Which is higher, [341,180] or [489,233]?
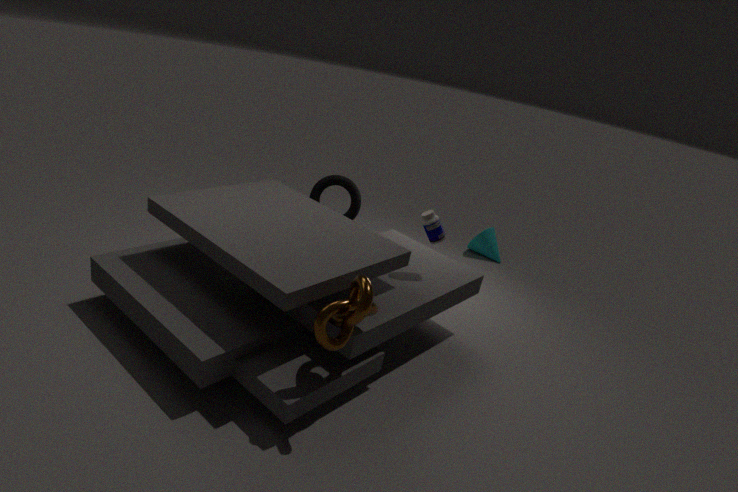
[341,180]
